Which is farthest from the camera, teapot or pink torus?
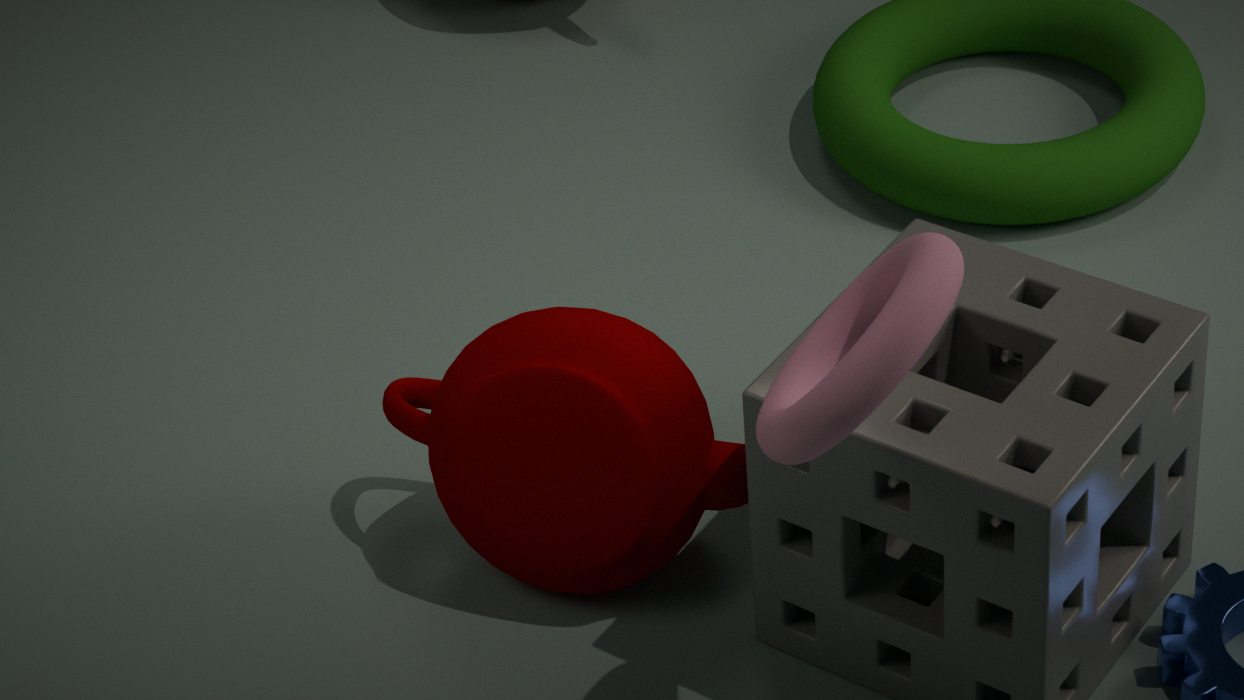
teapot
